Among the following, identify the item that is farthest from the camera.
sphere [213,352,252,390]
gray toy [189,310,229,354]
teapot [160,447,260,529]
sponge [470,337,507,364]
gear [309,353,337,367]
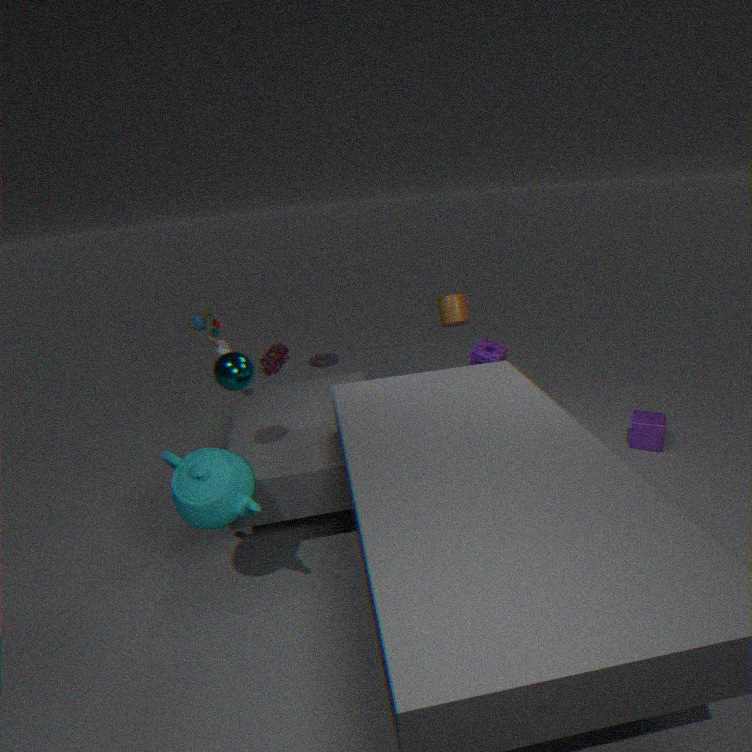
gear [309,353,337,367]
